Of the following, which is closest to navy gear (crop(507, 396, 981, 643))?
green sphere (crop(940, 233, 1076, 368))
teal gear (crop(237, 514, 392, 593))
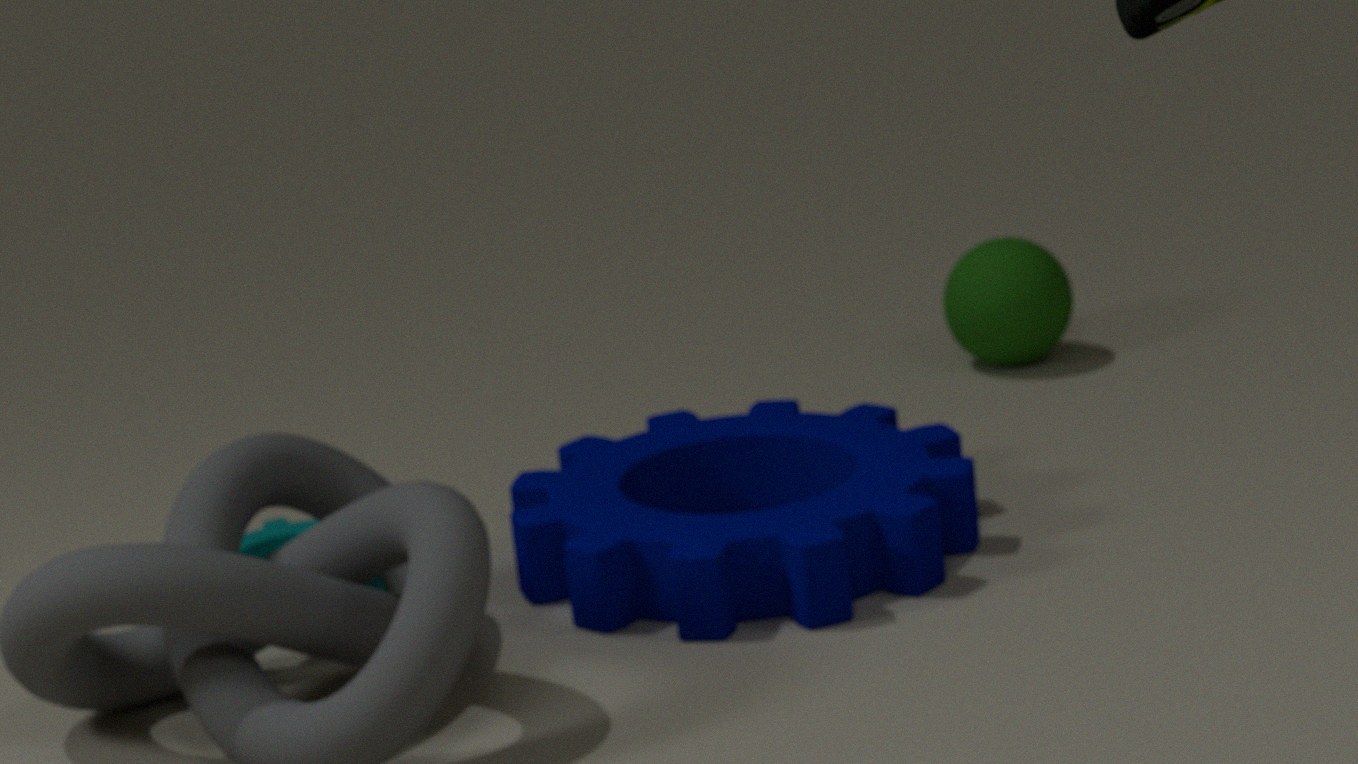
teal gear (crop(237, 514, 392, 593))
